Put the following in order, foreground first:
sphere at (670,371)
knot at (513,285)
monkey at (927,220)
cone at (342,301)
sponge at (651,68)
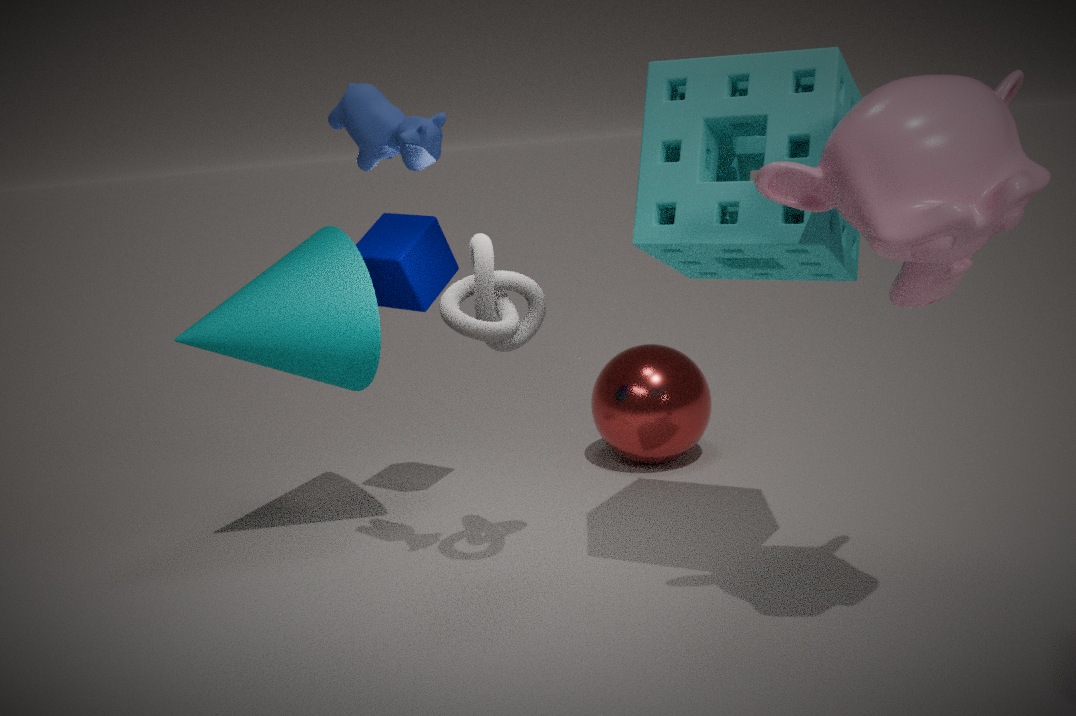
monkey at (927,220) → sponge at (651,68) → knot at (513,285) → cone at (342,301) → sphere at (670,371)
